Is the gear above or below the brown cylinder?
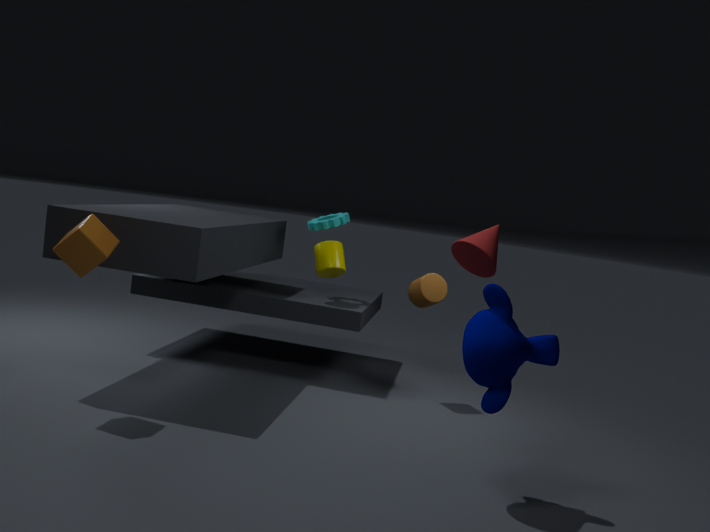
above
